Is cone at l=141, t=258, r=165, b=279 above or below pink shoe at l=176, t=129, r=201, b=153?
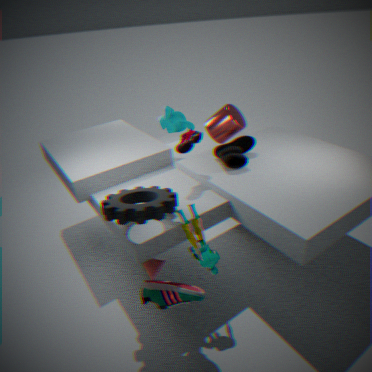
below
